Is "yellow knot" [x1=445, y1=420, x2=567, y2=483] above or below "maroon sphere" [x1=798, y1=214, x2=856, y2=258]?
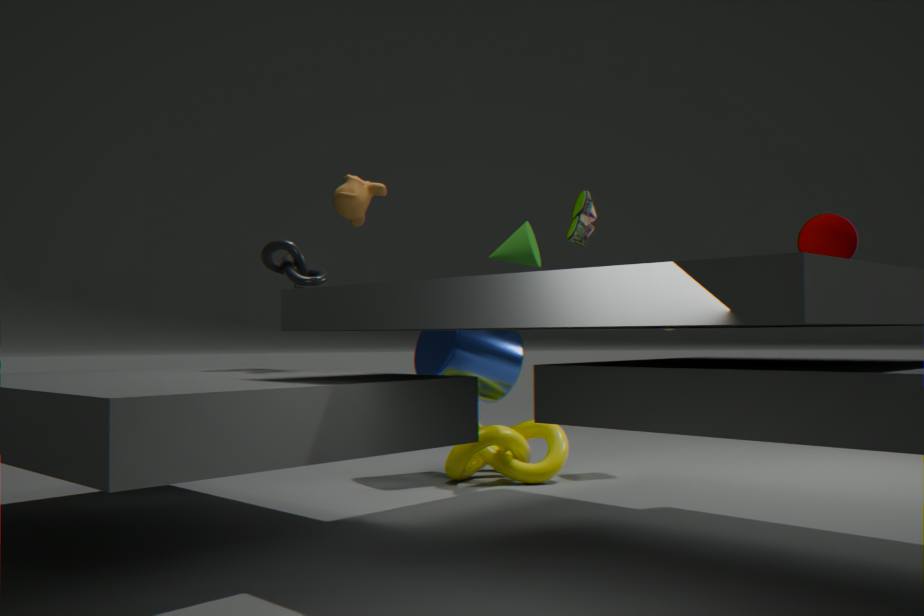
below
